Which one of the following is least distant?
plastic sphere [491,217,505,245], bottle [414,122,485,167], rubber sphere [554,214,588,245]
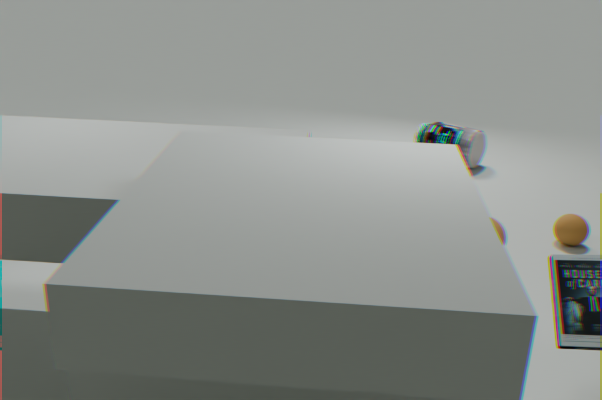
plastic sphere [491,217,505,245]
